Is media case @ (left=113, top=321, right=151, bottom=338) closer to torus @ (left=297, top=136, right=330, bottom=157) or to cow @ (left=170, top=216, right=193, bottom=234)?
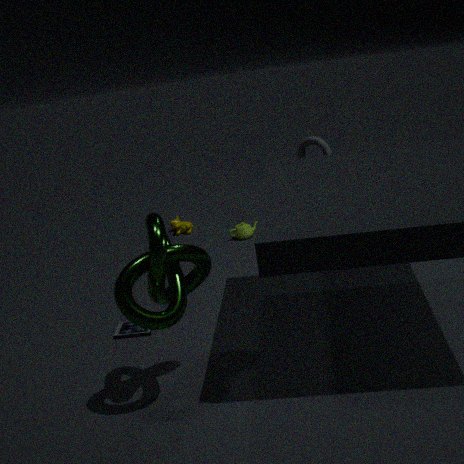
torus @ (left=297, top=136, right=330, bottom=157)
